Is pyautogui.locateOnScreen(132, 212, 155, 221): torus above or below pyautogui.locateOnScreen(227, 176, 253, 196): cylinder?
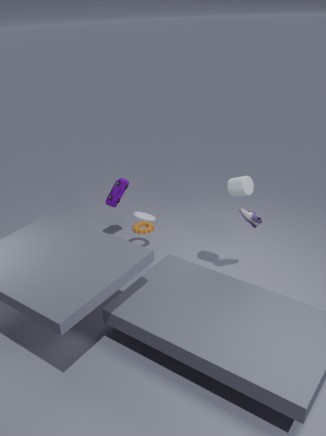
below
